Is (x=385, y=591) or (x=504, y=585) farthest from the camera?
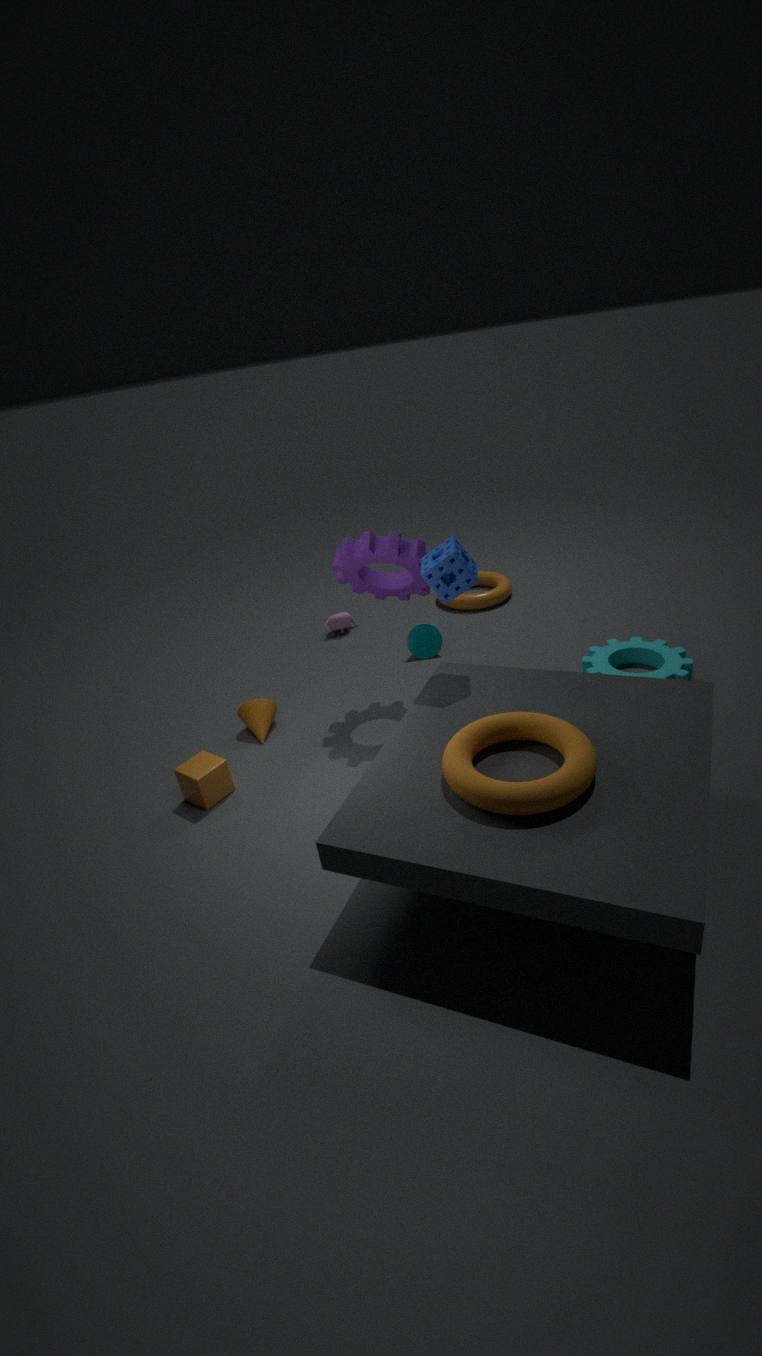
(x=504, y=585)
